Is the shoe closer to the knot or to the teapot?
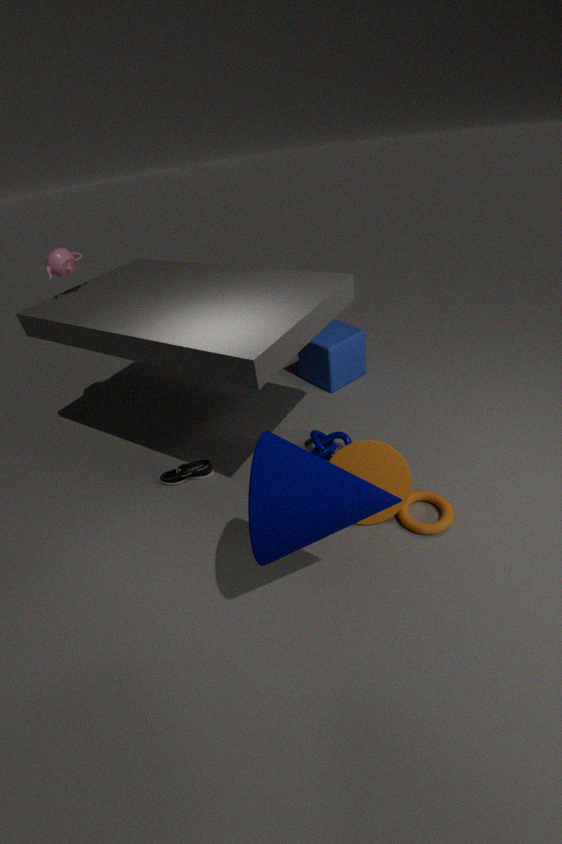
the knot
